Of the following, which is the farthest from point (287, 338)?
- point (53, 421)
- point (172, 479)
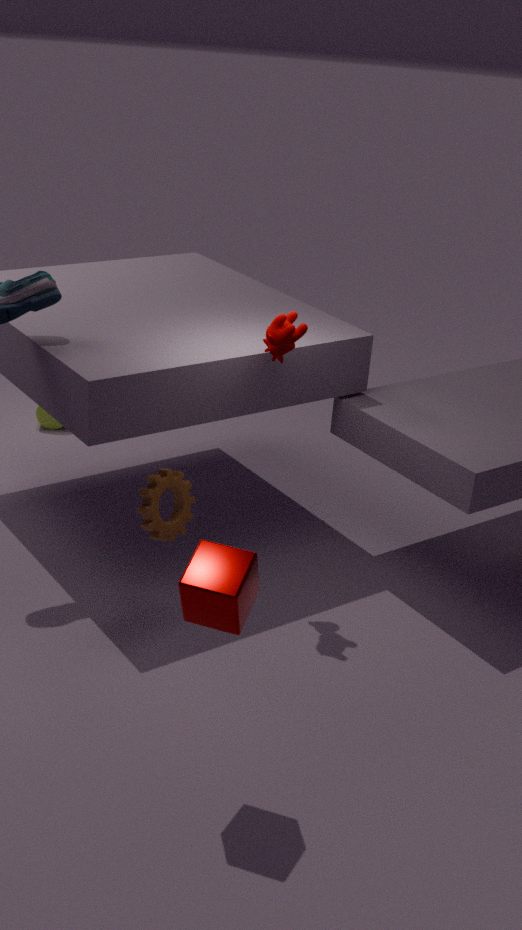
point (53, 421)
